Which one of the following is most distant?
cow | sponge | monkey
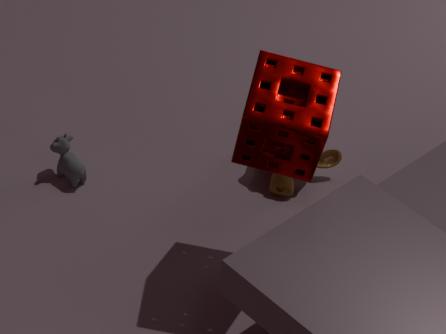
monkey
